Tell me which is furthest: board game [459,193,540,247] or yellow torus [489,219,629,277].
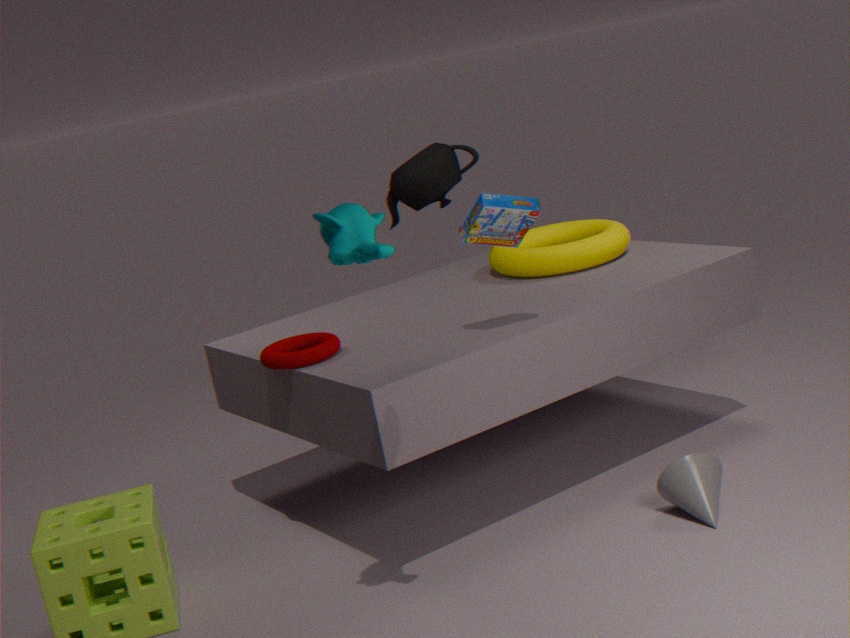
yellow torus [489,219,629,277]
